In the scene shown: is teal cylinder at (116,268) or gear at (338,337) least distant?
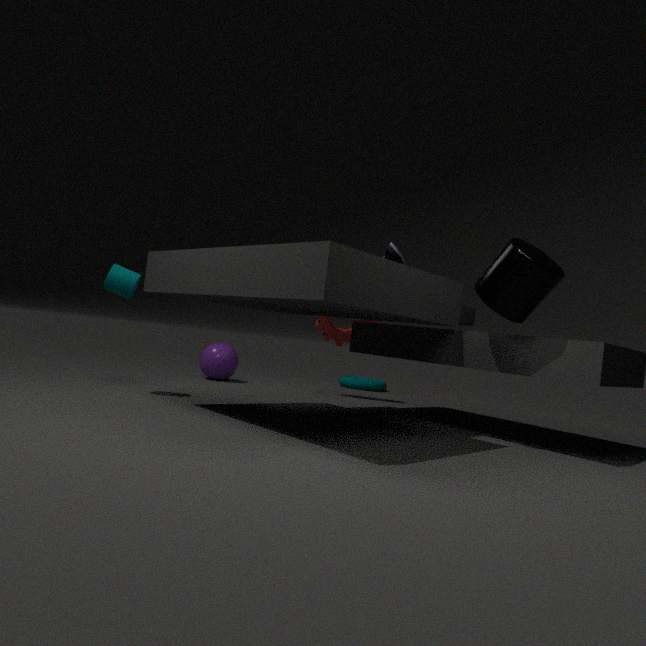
teal cylinder at (116,268)
